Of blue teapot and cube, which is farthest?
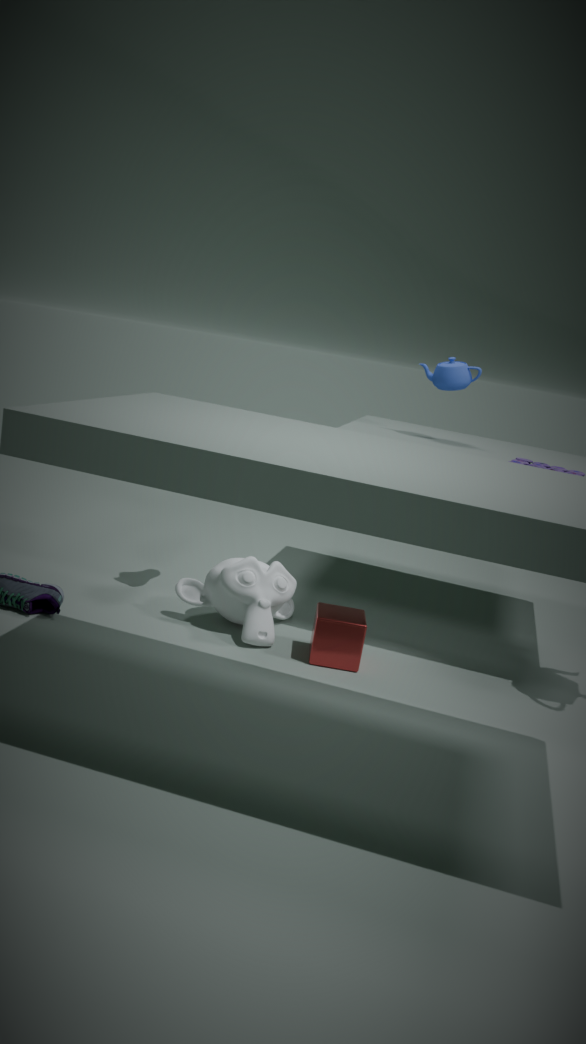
blue teapot
